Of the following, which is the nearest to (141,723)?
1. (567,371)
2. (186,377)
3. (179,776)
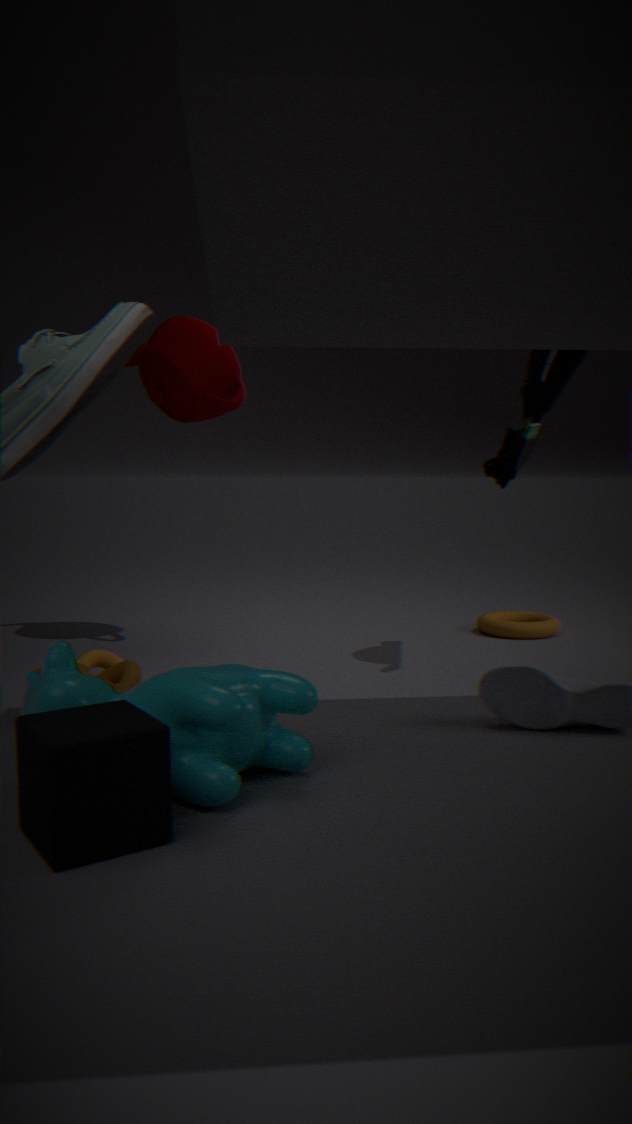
(179,776)
